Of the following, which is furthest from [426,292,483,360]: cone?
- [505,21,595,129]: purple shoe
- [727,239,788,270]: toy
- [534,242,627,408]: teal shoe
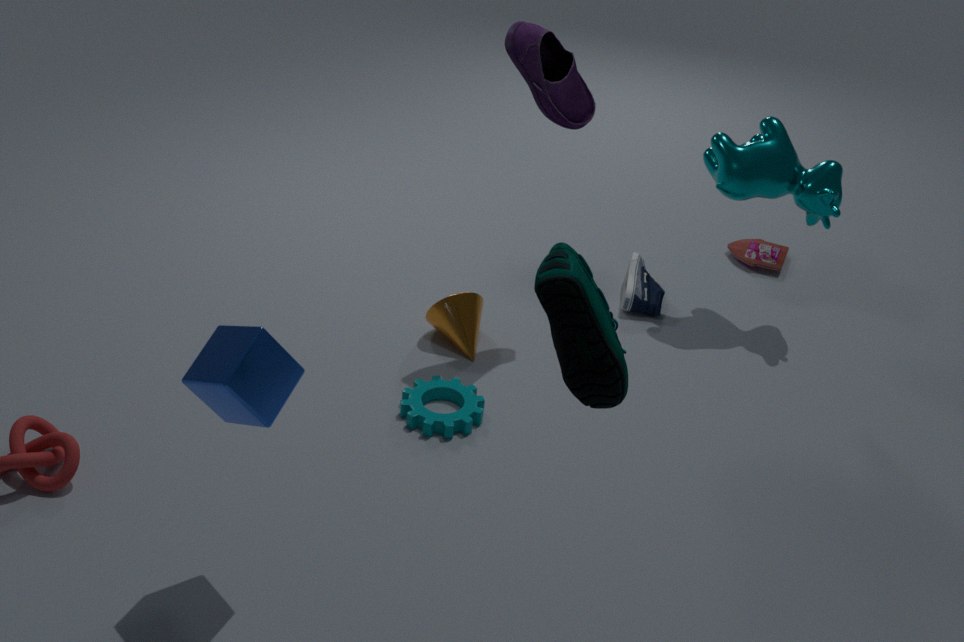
[534,242,627,408]: teal shoe
